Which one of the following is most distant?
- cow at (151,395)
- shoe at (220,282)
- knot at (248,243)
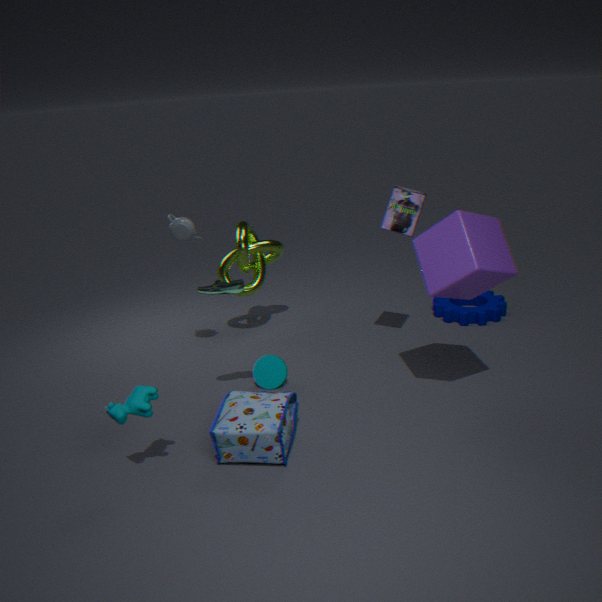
knot at (248,243)
